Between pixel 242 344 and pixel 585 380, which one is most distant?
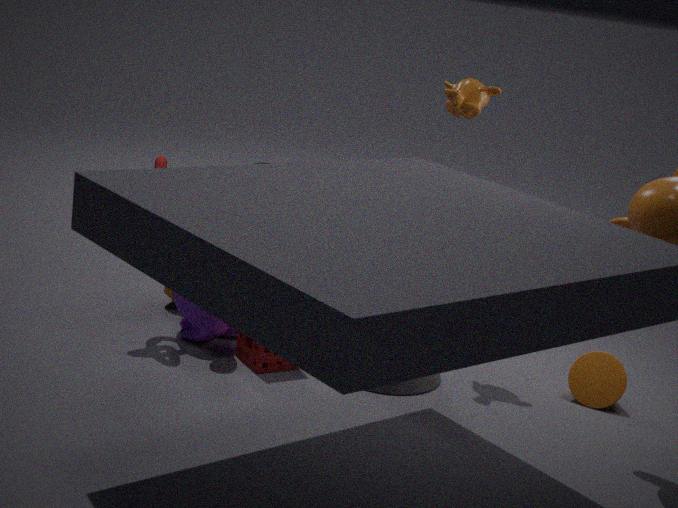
pixel 585 380
